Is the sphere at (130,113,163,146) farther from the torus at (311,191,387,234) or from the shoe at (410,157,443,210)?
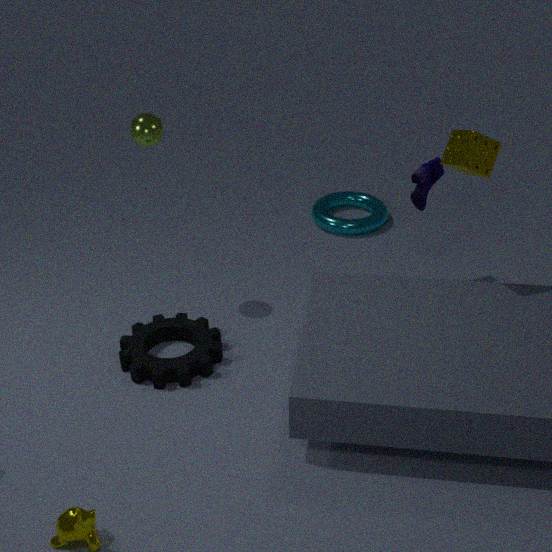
the torus at (311,191,387,234)
